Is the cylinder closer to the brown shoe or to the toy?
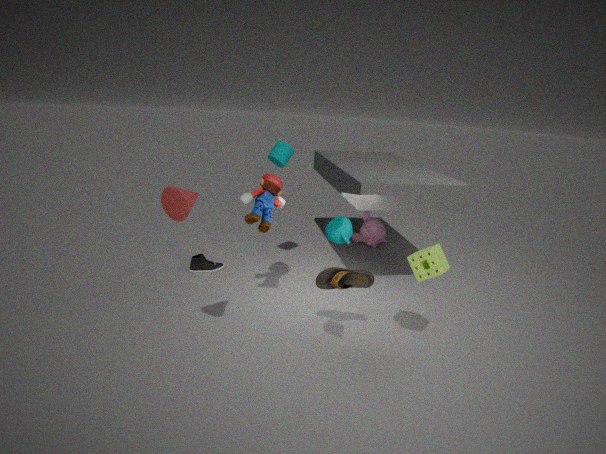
Result: the toy
